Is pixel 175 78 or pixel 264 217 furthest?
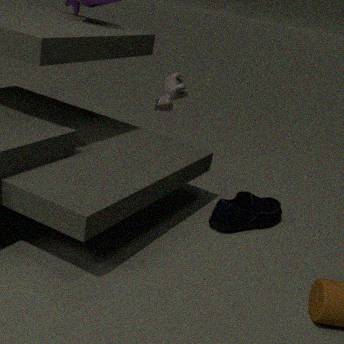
pixel 175 78
